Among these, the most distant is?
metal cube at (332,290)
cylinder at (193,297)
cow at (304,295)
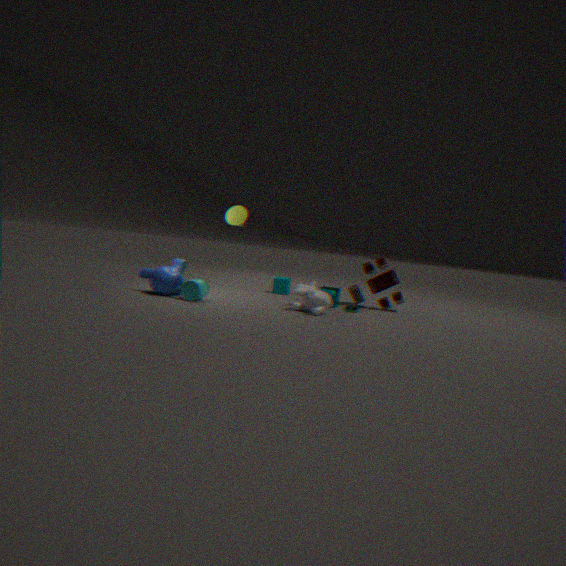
metal cube at (332,290)
